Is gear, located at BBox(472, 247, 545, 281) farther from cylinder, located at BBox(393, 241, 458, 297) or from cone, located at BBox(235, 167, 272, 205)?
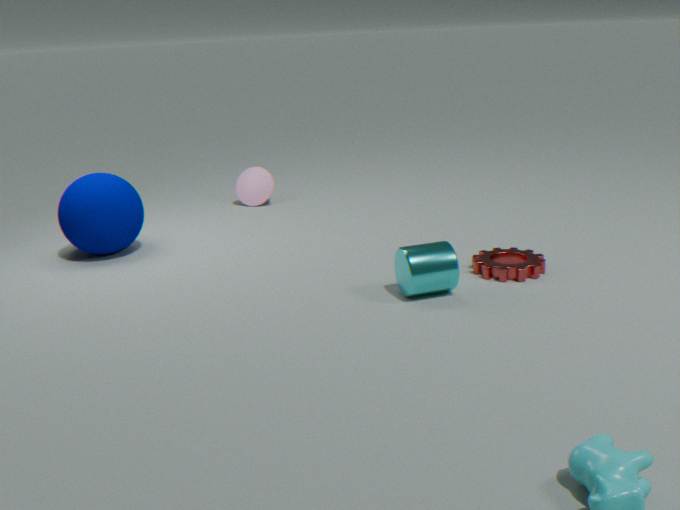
cone, located at BBox(235, 167, 272, 205)
